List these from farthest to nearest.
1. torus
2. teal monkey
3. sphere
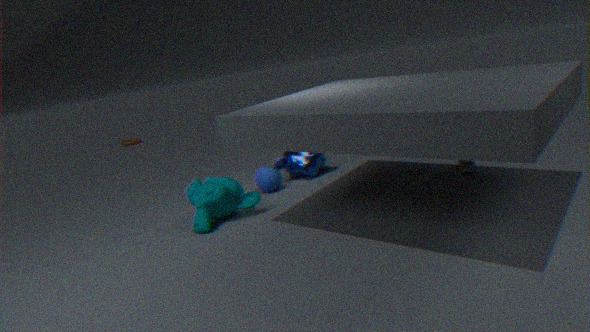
1. torus
2. sphere
3. teal monkey
